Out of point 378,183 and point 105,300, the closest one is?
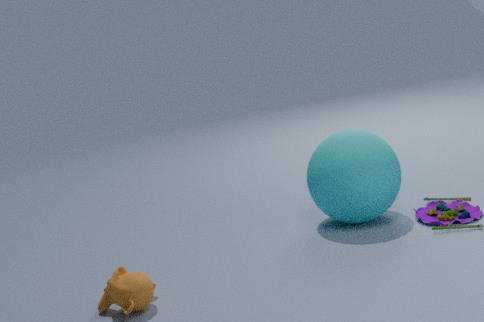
point 105,300
